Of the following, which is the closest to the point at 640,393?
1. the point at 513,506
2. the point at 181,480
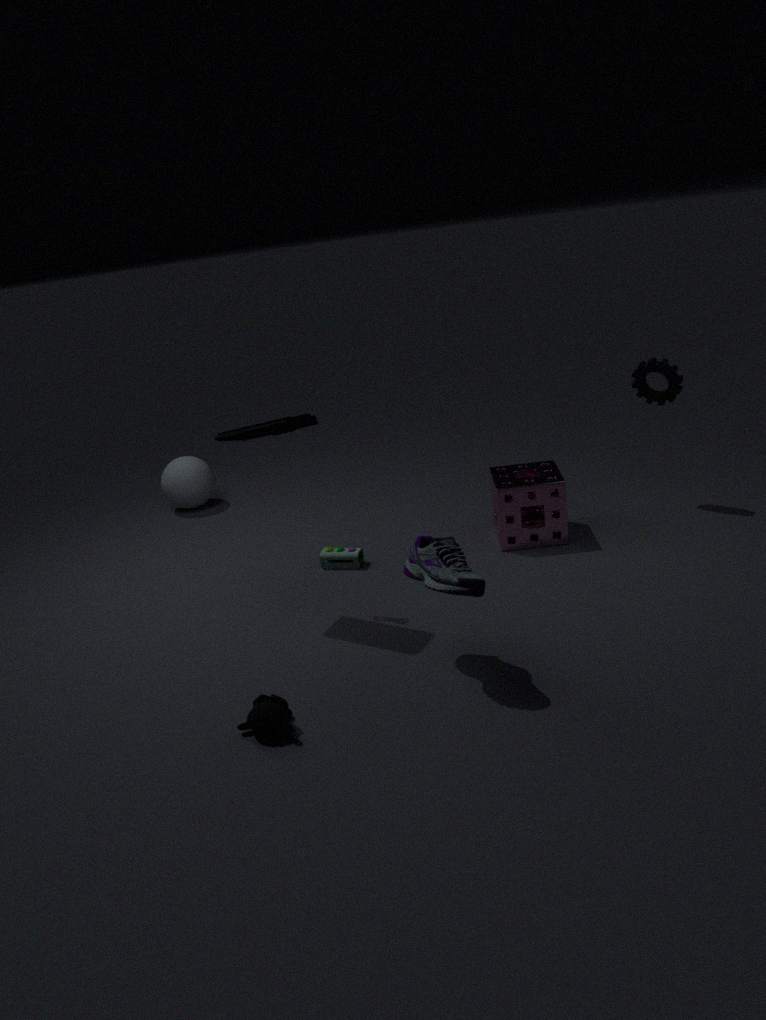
the point at 513,506
